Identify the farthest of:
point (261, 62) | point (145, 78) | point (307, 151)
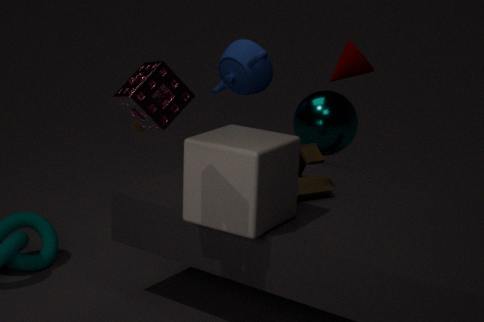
point (261, 62)
